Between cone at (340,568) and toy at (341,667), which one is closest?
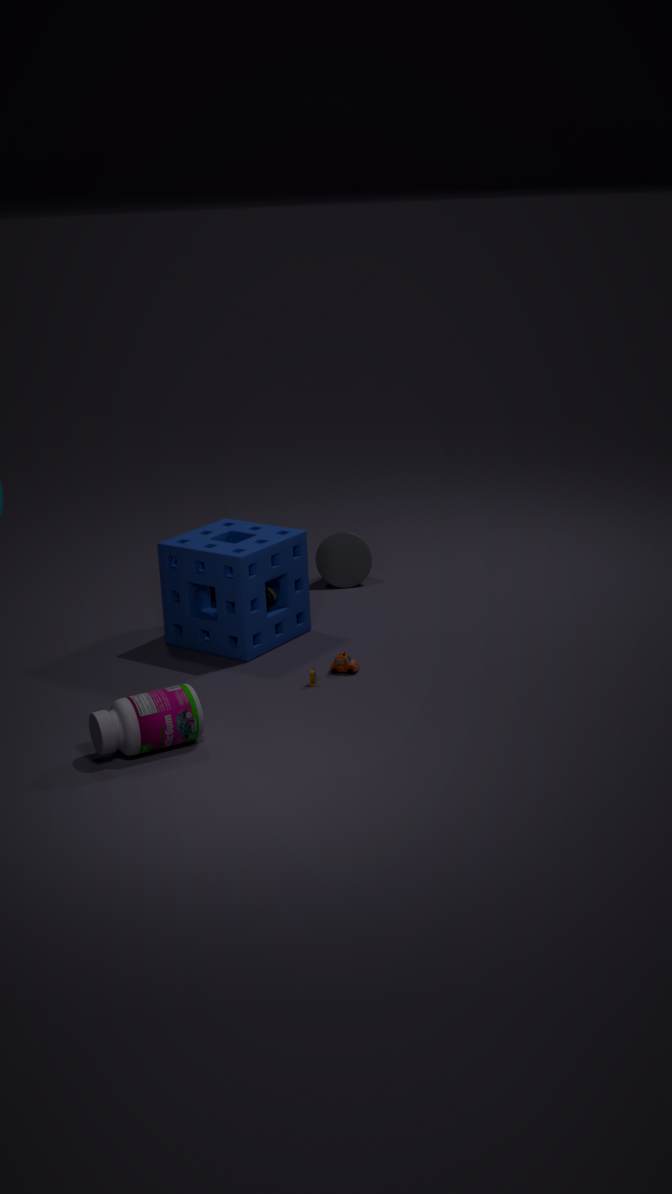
toy at (341,667)
